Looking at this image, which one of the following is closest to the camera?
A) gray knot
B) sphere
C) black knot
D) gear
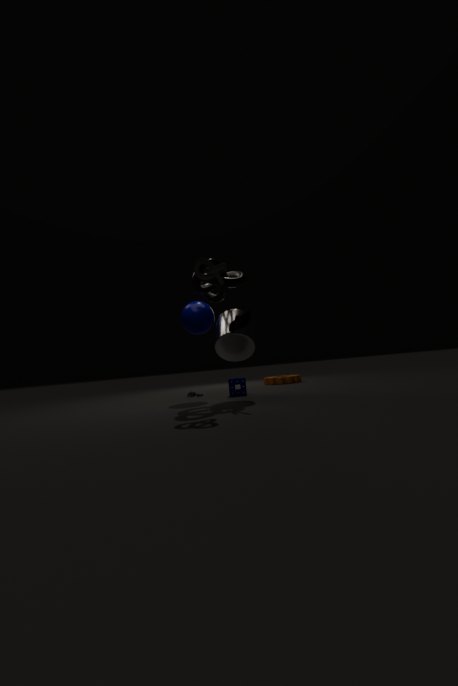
A. gray knot
